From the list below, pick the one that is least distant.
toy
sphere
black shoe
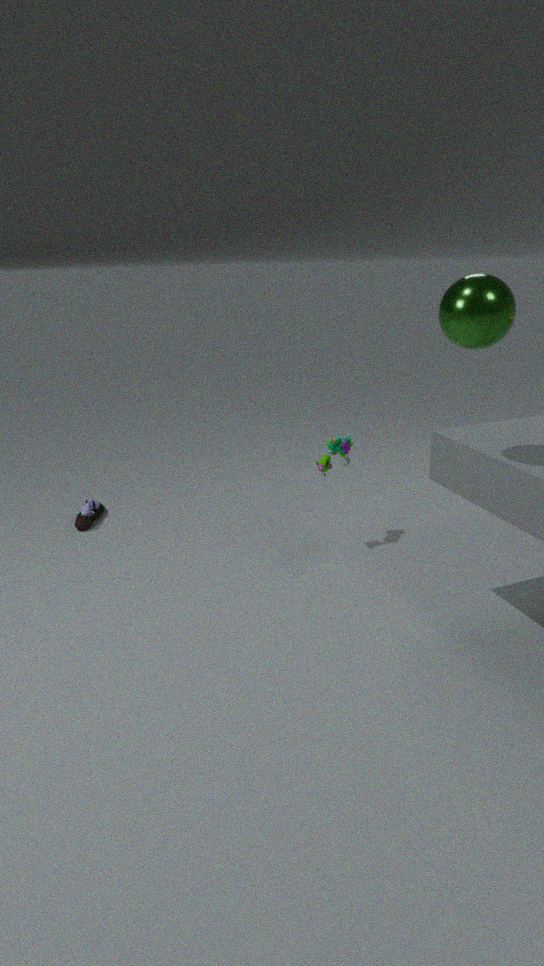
sphere
